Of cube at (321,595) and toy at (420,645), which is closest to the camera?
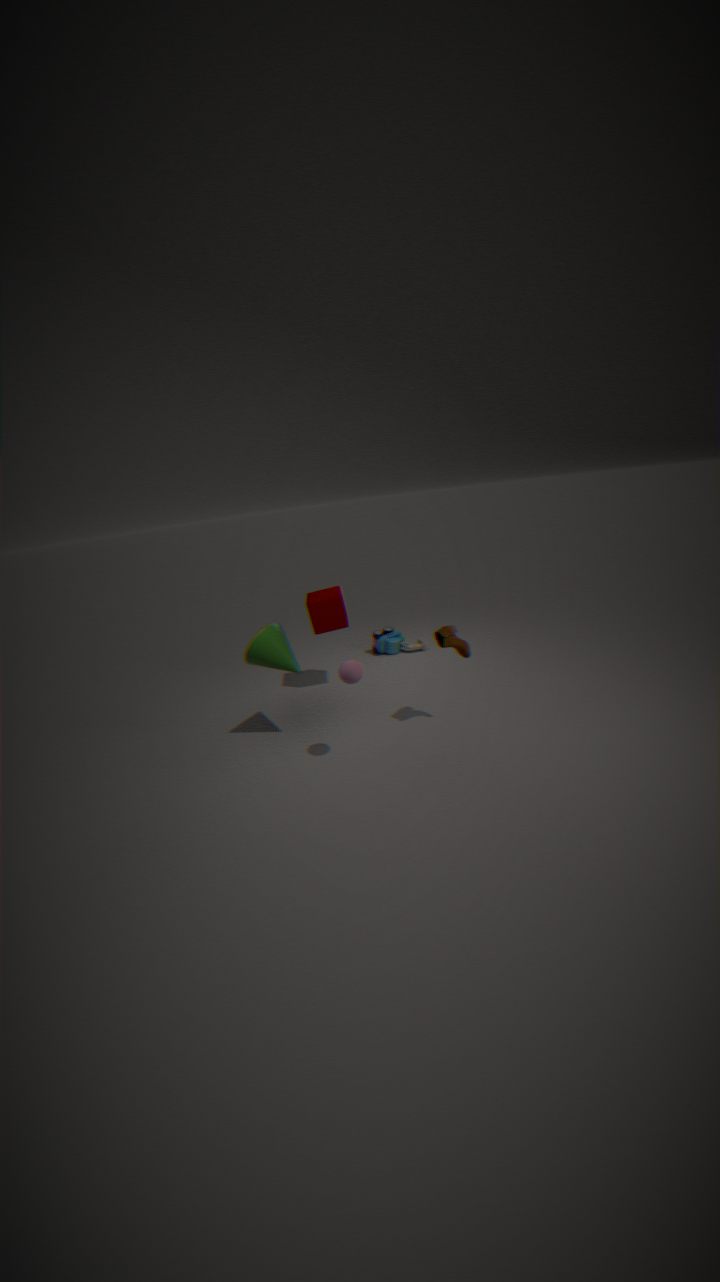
cube at (321,595)
